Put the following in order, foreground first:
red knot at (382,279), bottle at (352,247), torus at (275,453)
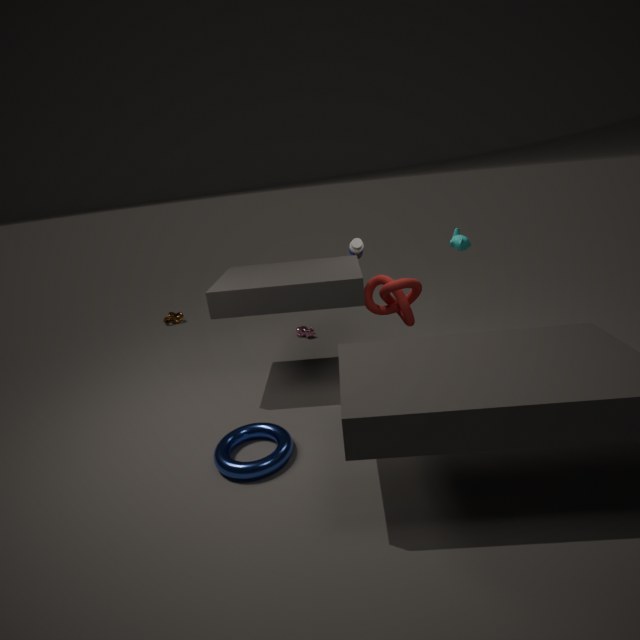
torus at (275,453) → red knot at (382,279) → bottle at (352,247)
